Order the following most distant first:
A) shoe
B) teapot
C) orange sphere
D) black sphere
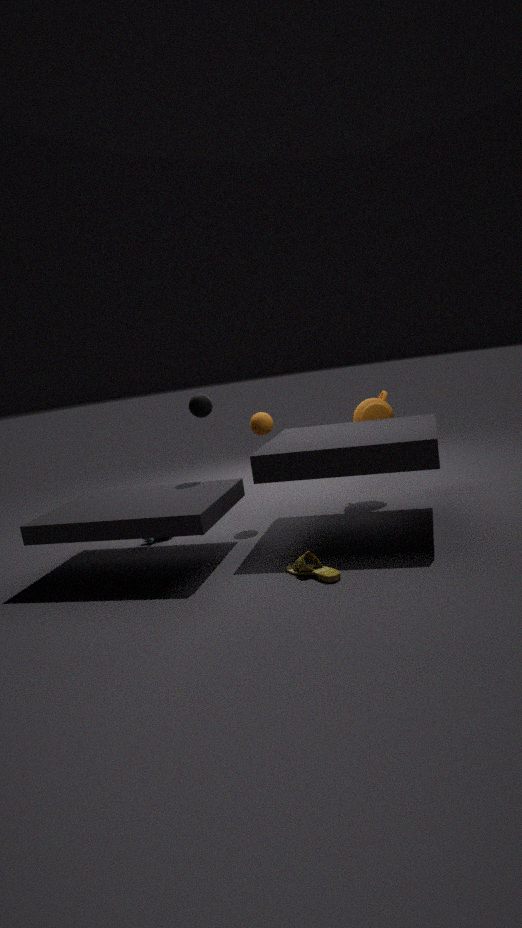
teapot < orange sphere < black sphere < shoe
